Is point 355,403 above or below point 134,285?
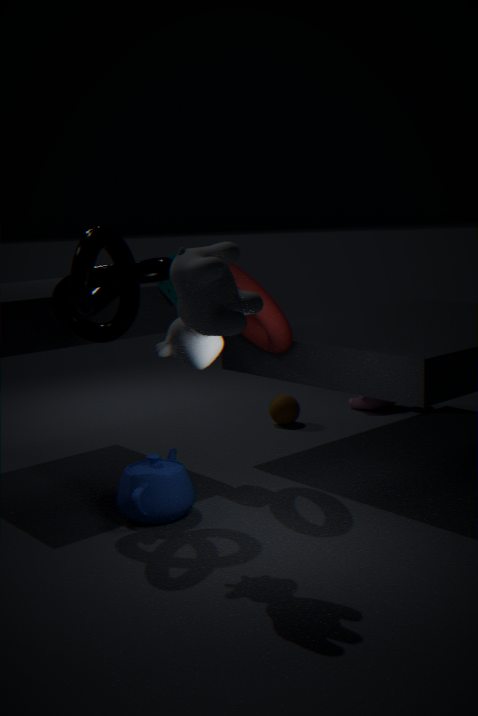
below
